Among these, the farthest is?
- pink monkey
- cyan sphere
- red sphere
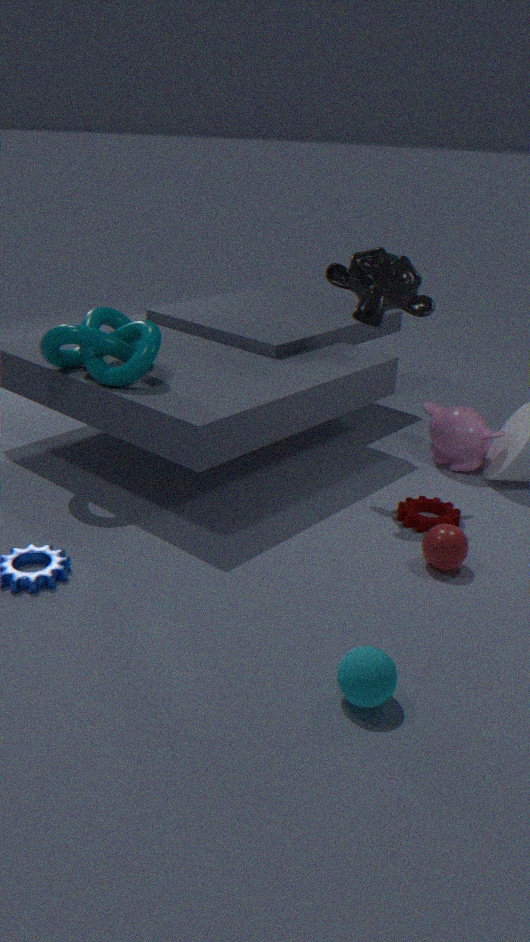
pink monkey
